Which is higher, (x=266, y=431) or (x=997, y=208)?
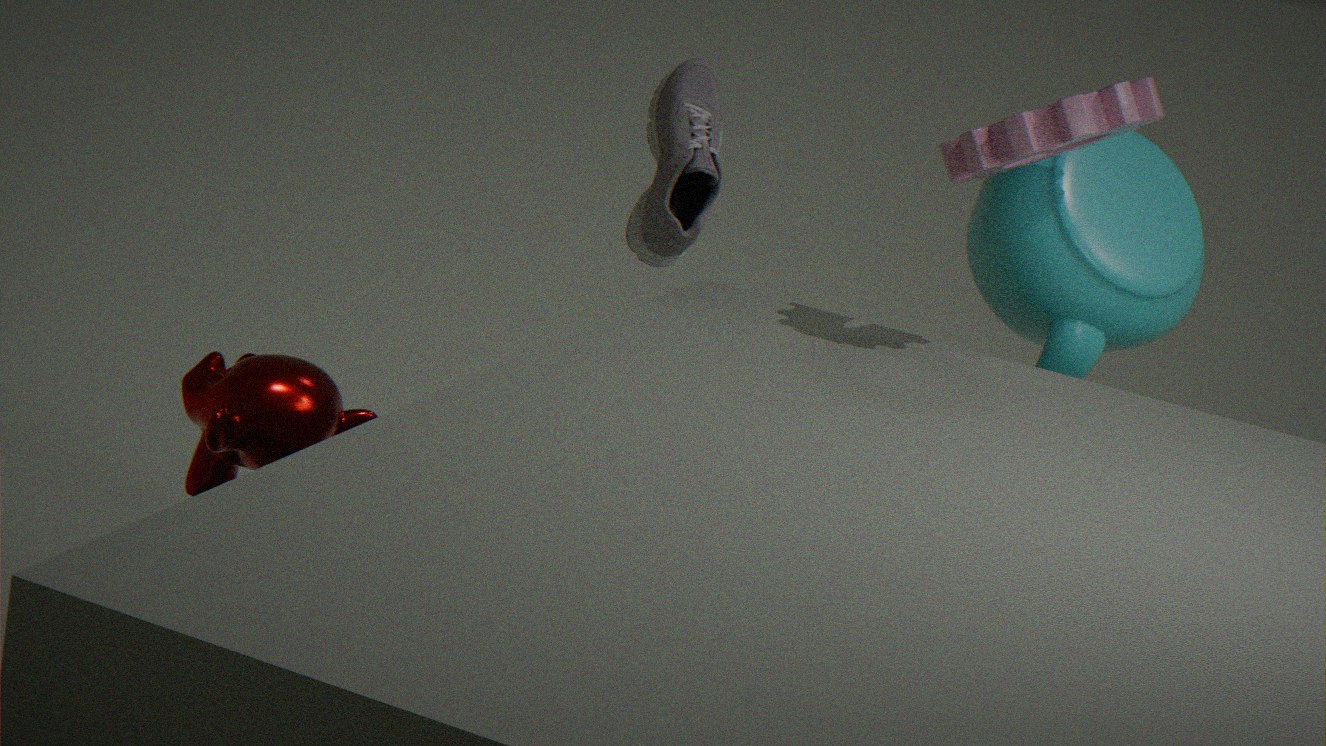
(x=997, y=208)
